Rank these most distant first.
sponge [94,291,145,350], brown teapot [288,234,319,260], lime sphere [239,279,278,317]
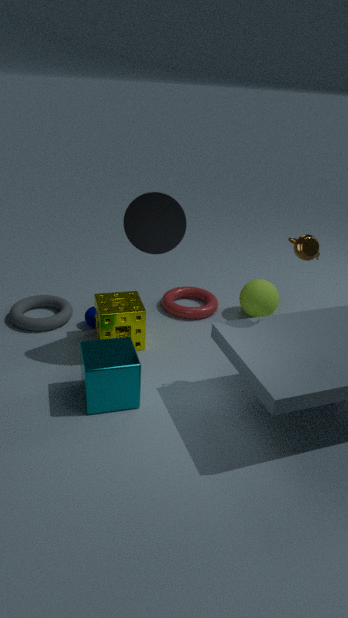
1. lime sphere [239,279,278,317]
2. sponge [94,291,145,350]
3. brown teapot [288,234,319,260]
